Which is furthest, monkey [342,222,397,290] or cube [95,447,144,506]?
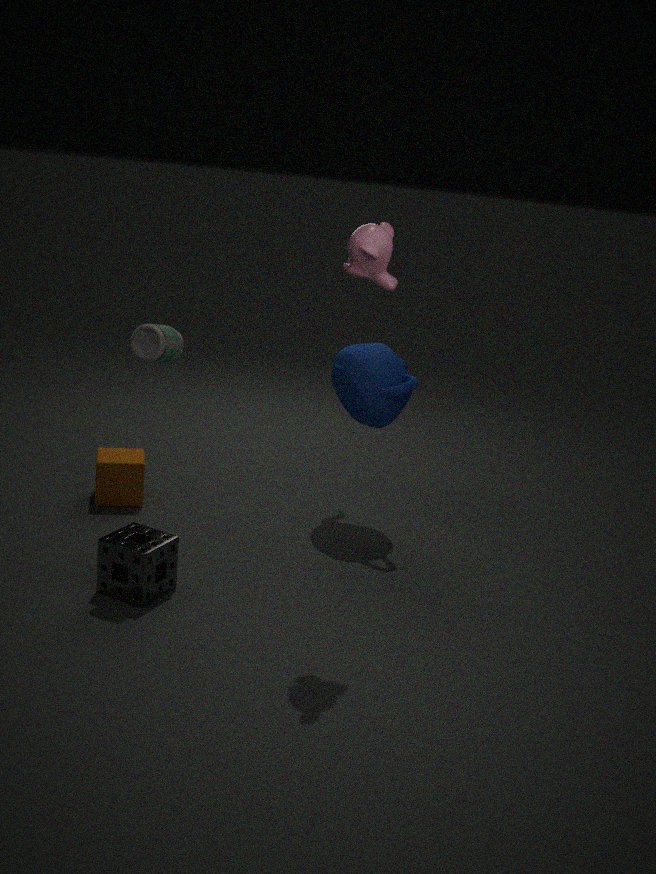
cube [95,447,144,506]
